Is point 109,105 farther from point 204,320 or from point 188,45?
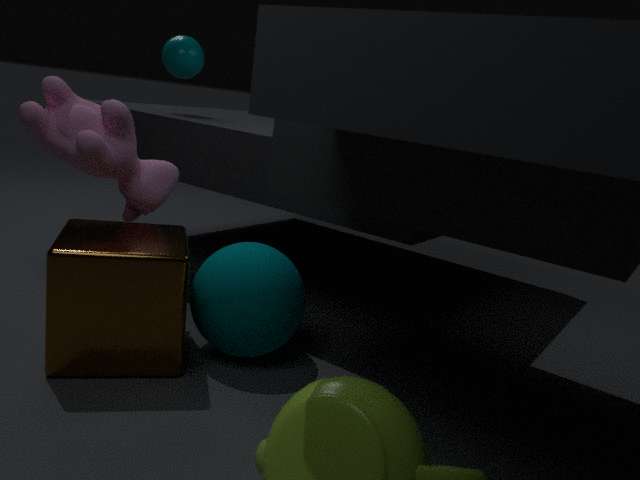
point 188,45
